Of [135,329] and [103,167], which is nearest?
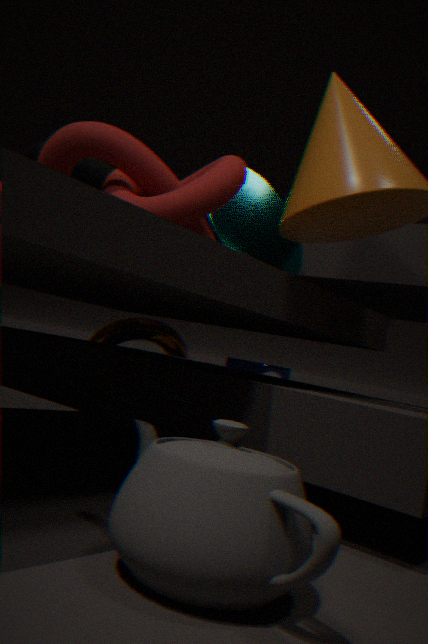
[103,167]
